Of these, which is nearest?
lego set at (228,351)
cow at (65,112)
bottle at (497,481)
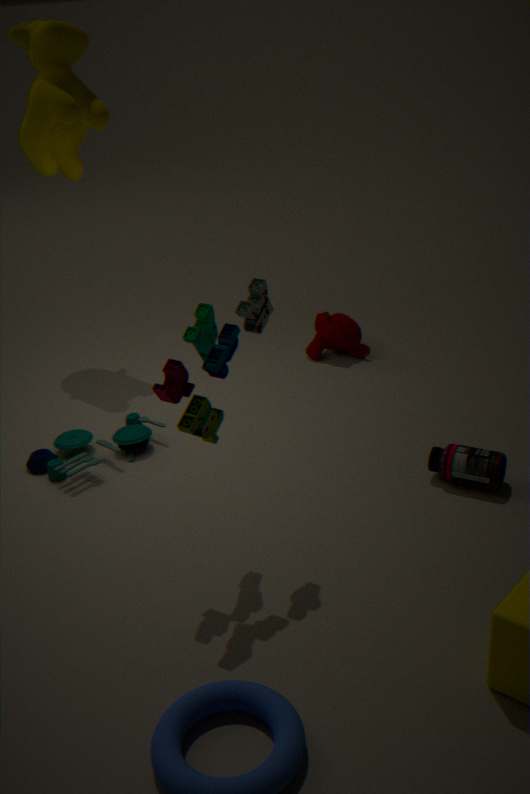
lego set at (228,351)
